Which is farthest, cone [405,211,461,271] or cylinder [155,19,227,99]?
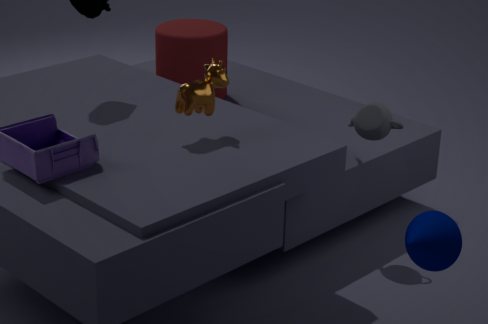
cylinder [155,19,227,99]
